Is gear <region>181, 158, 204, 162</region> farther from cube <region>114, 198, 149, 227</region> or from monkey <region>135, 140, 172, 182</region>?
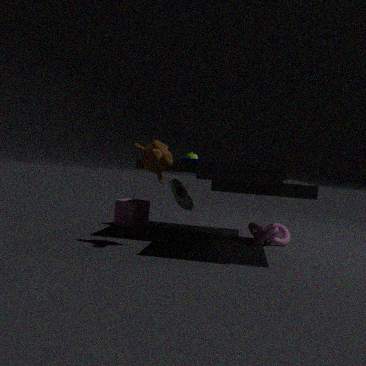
cube <region>114, 198, 149, 227</region>
